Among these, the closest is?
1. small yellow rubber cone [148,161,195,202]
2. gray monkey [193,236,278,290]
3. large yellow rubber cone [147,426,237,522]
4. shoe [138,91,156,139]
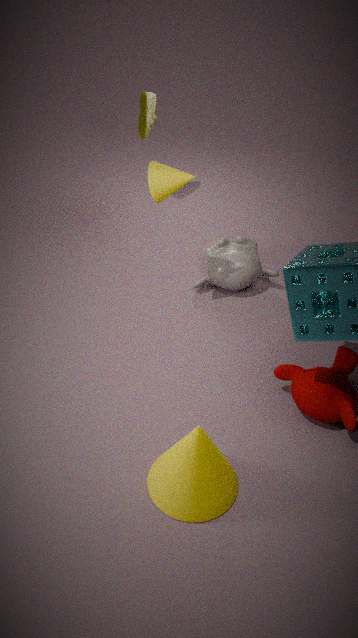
large yellow rubber cone [147,426,237,522]
